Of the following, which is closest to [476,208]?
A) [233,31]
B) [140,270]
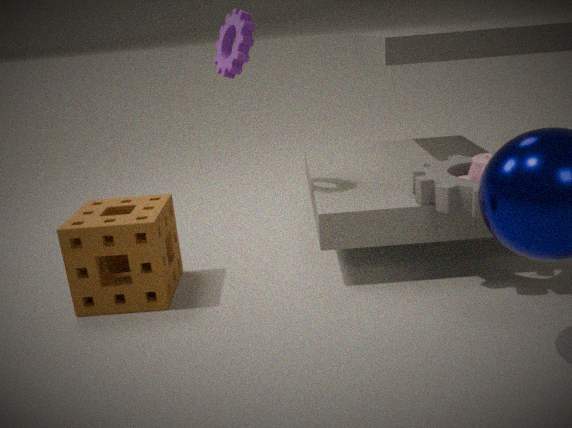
[233,31]
